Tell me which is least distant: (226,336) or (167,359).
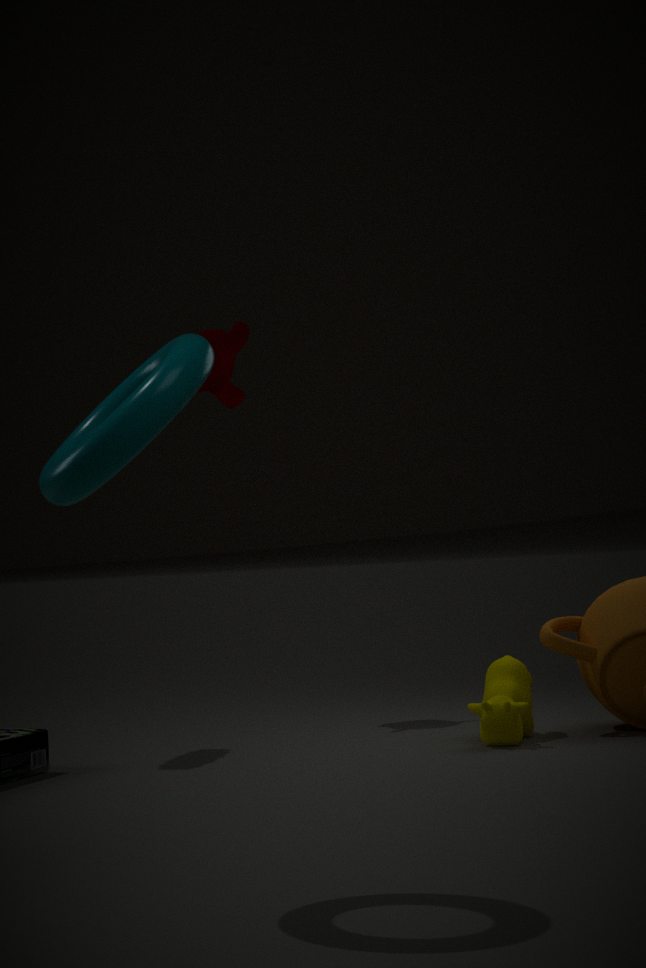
(167,359)
